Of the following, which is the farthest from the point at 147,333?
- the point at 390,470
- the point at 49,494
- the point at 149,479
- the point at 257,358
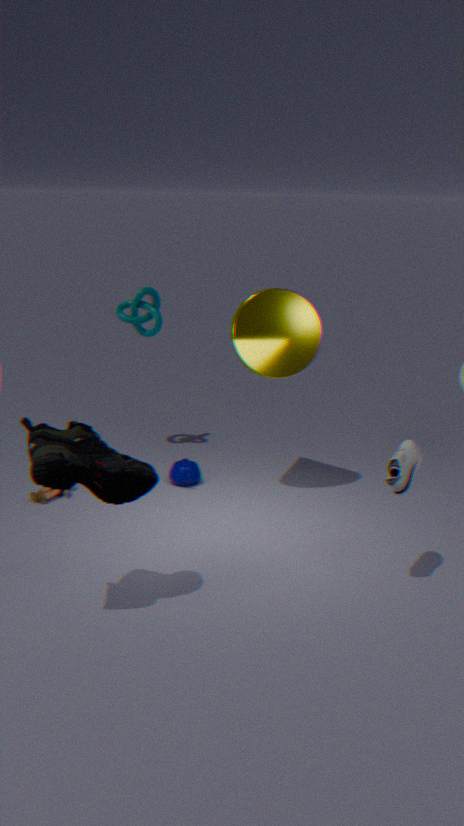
the point at 390,470
